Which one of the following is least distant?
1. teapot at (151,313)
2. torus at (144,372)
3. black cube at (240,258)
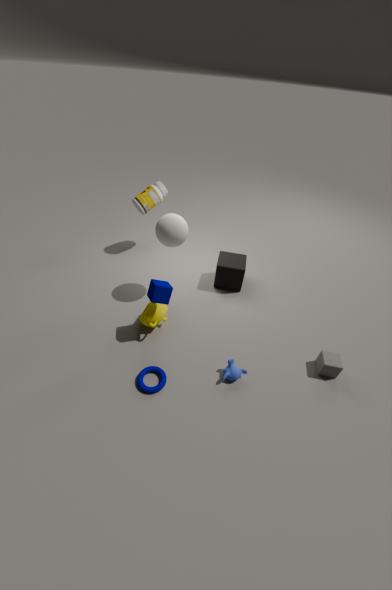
torus at (144,372)
